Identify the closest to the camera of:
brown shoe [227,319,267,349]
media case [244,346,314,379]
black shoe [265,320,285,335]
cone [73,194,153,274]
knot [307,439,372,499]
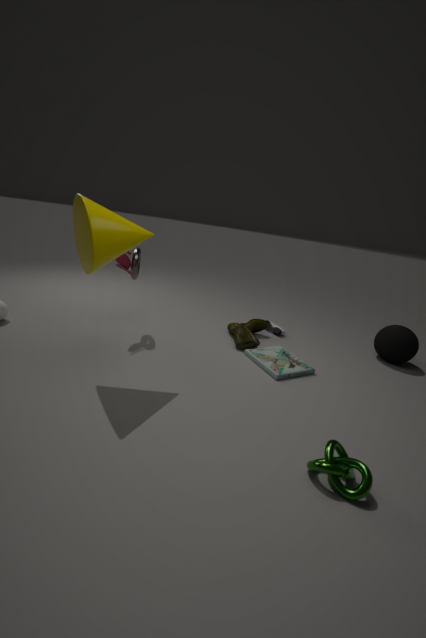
knot [307,439,372,499]
